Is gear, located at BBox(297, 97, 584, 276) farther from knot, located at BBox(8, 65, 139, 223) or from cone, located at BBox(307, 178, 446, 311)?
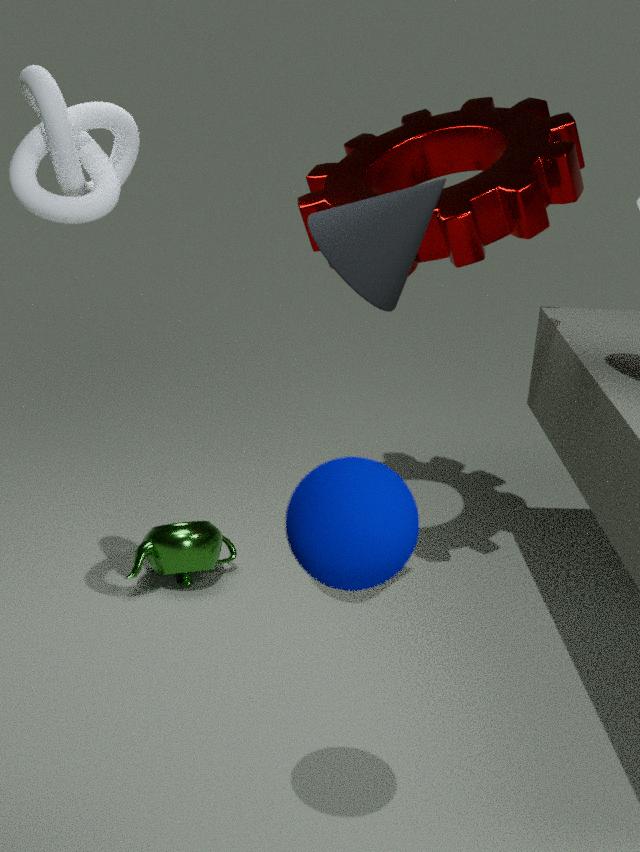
knot, located at BBox(8, 65, 139, 223)
